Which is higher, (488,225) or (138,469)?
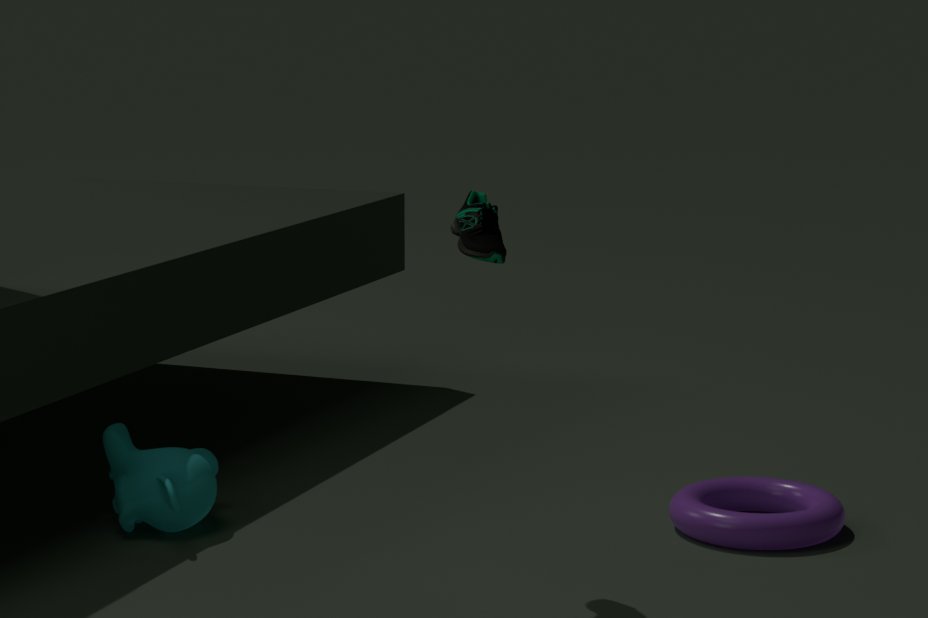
(488,225)
